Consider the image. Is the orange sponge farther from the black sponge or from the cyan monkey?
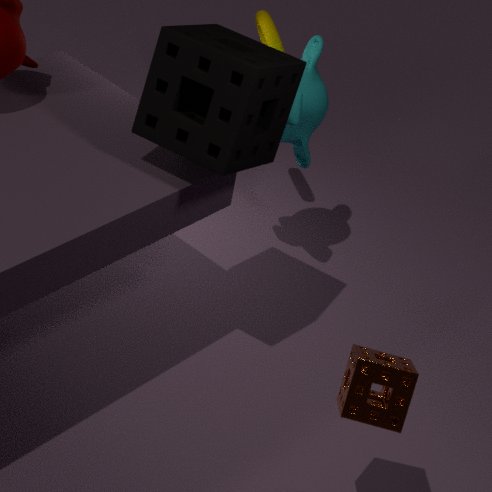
the cyan monkey
